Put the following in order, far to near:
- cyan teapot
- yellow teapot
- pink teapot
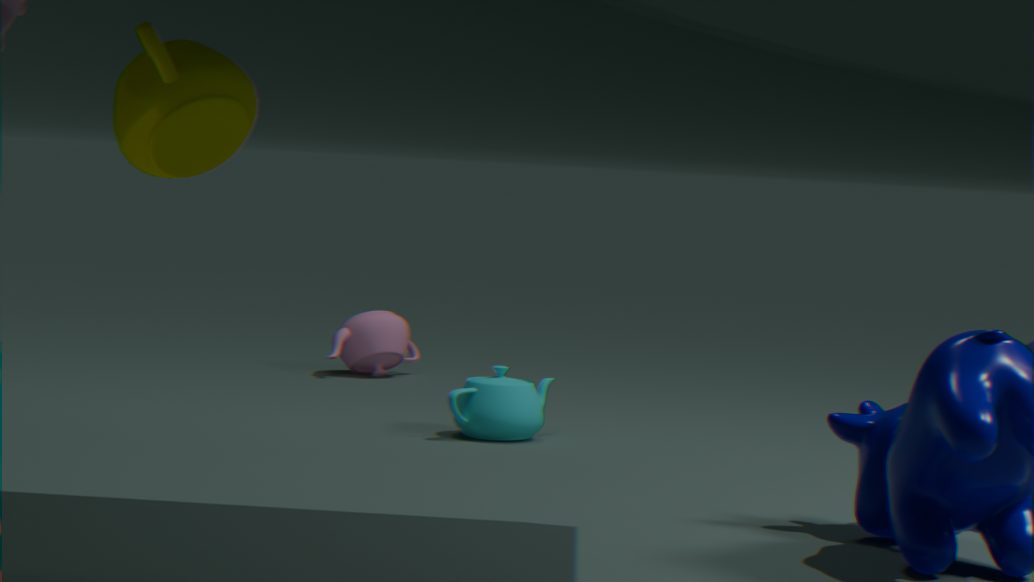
pink teapot
cyan teapot
yellow teapot
